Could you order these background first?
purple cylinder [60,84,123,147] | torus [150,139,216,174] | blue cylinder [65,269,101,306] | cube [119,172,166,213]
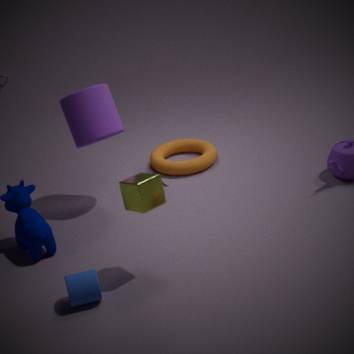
1. torus [150,139,216,174]
2. purple cylinder [60,84,123,147]
3. cube [119,172,166,213]
4. blue cylinder [65,269,101,306]
